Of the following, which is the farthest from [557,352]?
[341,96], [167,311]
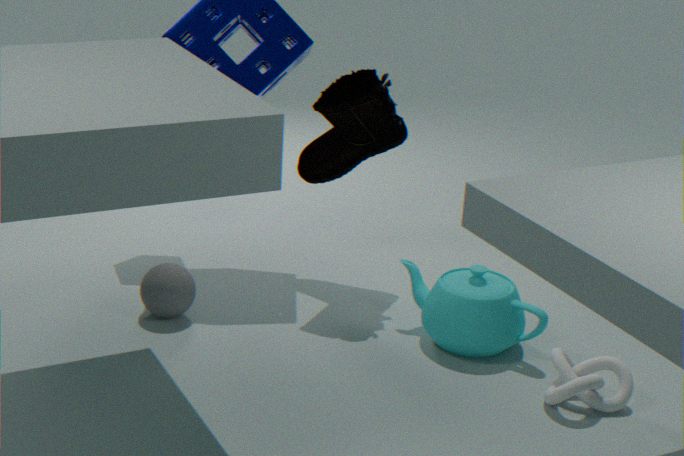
[167,311]
